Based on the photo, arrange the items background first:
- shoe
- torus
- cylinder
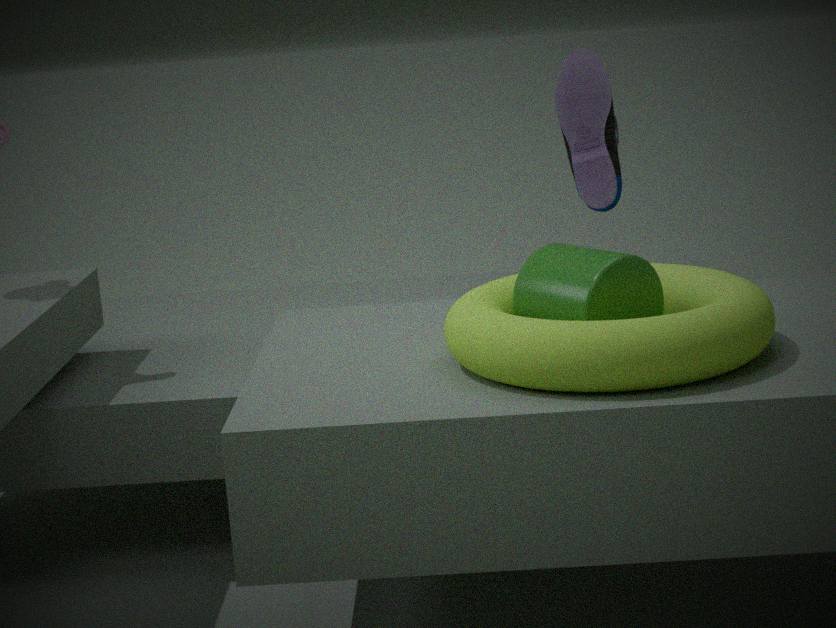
shoe < cylinder < torus
